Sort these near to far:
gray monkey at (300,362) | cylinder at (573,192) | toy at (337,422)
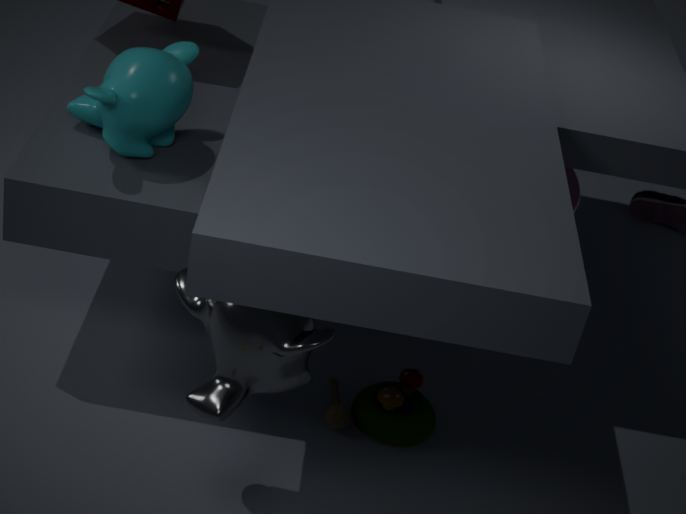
gray monkey at (300,362) < toy at (337,422) < cylinder at (573,192)
